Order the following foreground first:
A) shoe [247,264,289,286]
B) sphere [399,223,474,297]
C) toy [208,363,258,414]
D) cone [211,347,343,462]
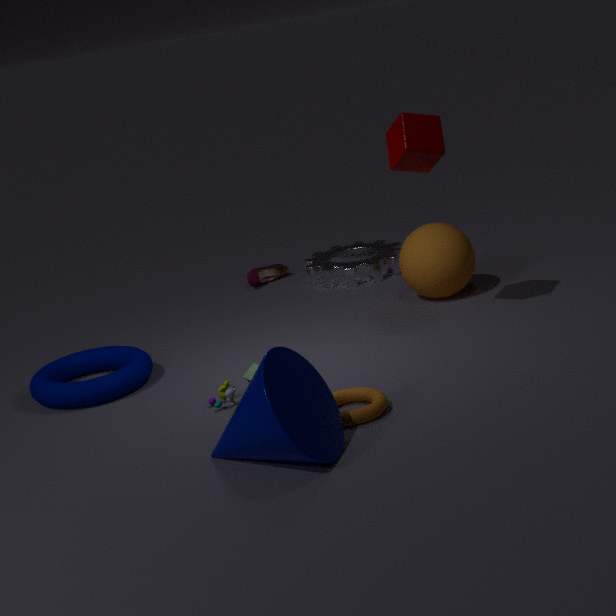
cone [211,347,343,462]
toy [208,363,258,414]
sphere [399,223,474,297]
shoe [247,264,289,286]
